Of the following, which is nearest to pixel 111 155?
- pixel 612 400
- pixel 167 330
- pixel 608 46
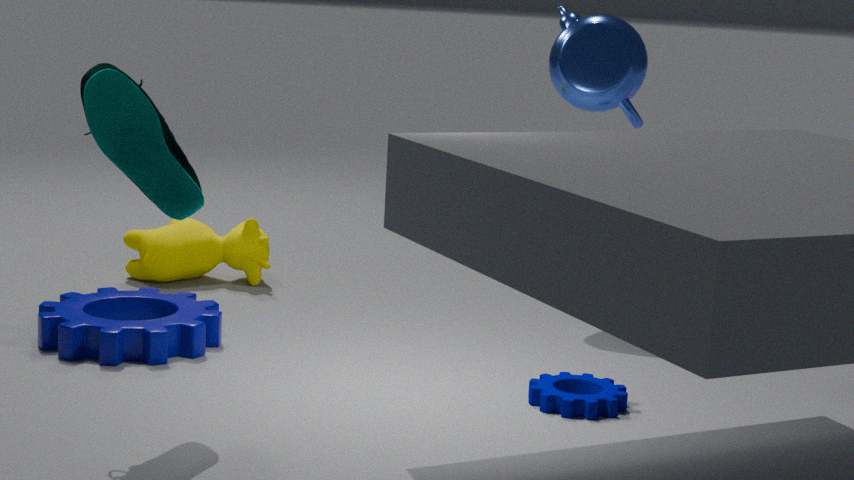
pixel 167 330
